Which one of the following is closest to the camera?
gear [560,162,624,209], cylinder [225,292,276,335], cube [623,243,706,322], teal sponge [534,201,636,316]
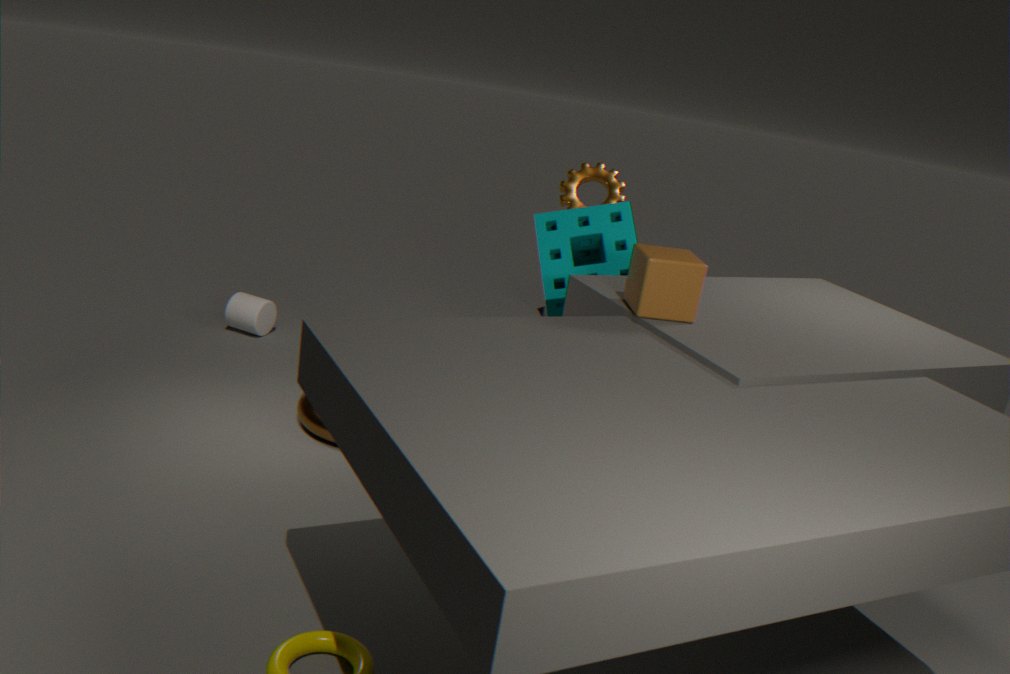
cube [623,243,706,322]
